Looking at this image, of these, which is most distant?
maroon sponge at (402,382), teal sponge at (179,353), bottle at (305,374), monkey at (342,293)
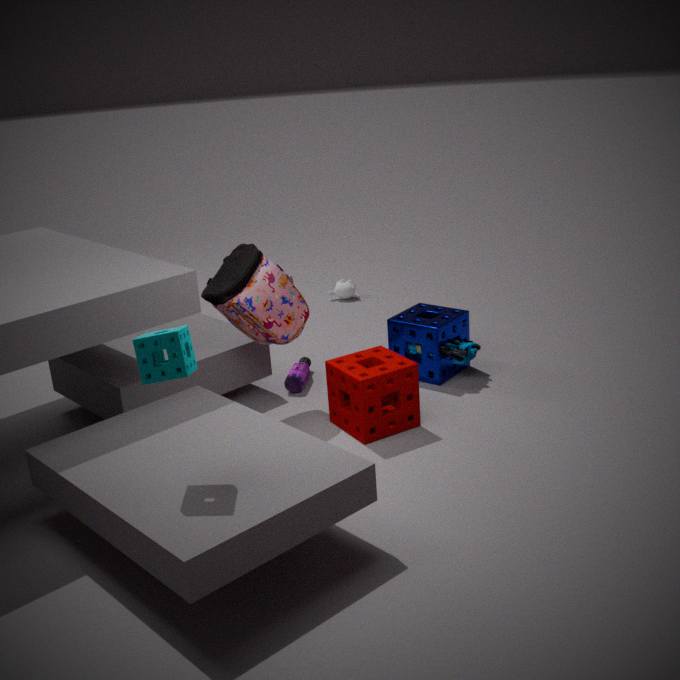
monkey at (342,293)
